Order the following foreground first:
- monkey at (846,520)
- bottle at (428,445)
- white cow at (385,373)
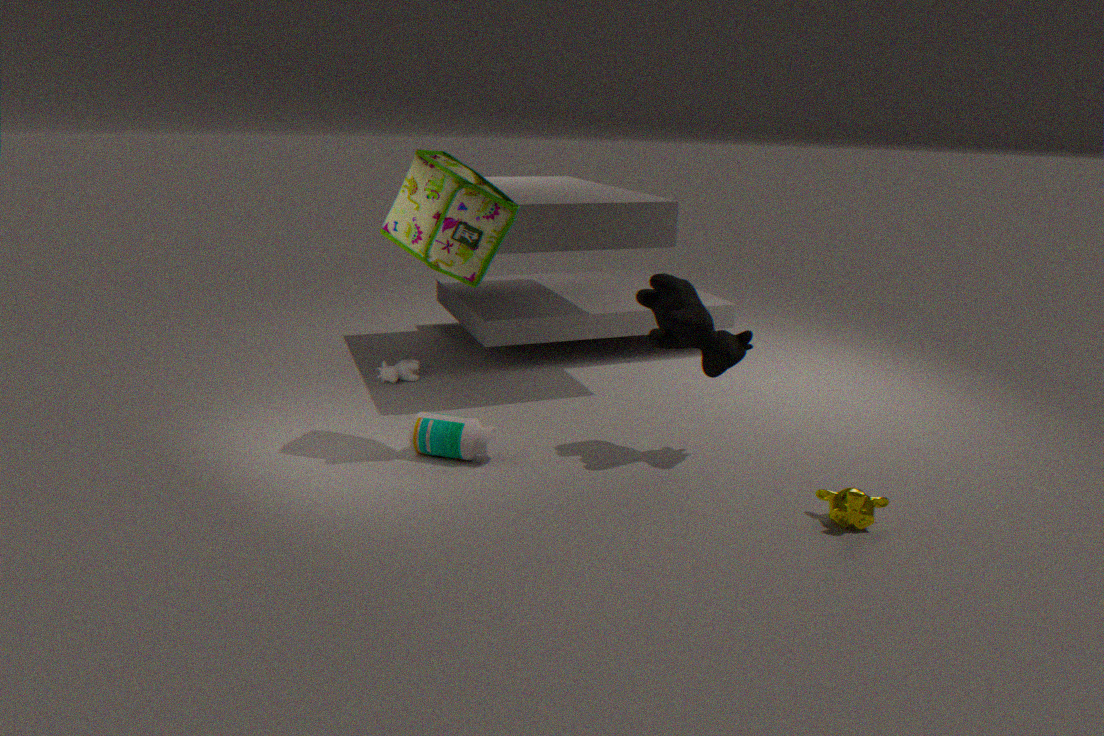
monkey at (846,520), bottle at (428,445), white cow at (385,373)
